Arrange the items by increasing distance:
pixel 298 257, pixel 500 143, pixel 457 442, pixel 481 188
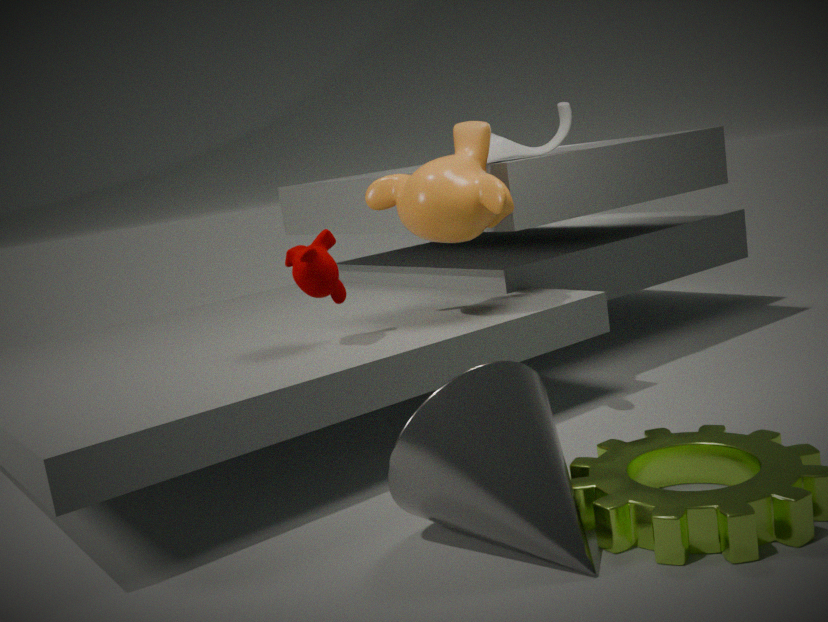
pixel 457 442 < pixel 298 257 < pixel 481 188 < pixel 500 143
